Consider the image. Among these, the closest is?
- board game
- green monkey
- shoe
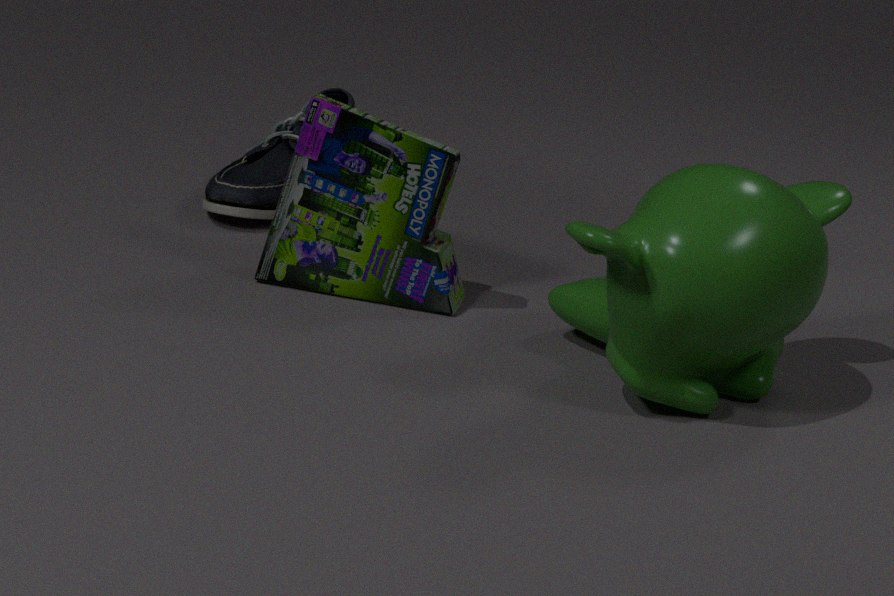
green monkey
